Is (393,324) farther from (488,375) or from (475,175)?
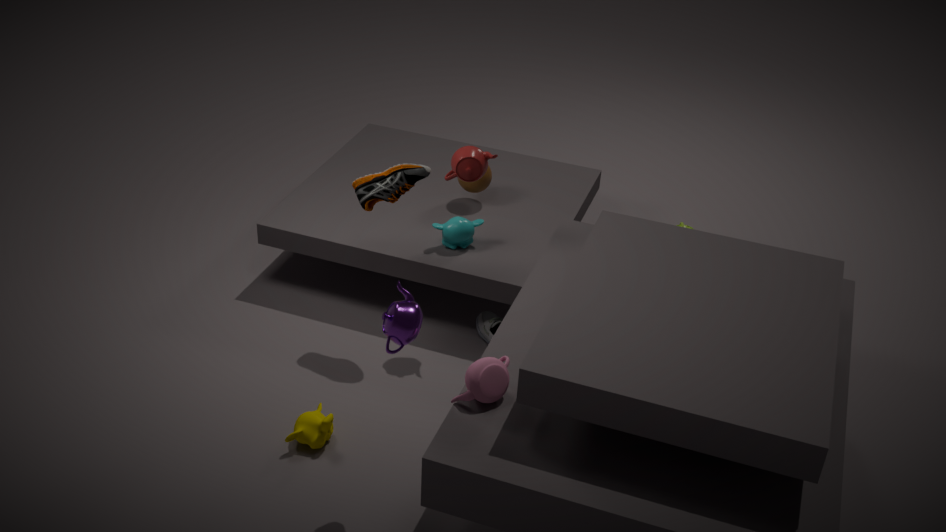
(475,175)
